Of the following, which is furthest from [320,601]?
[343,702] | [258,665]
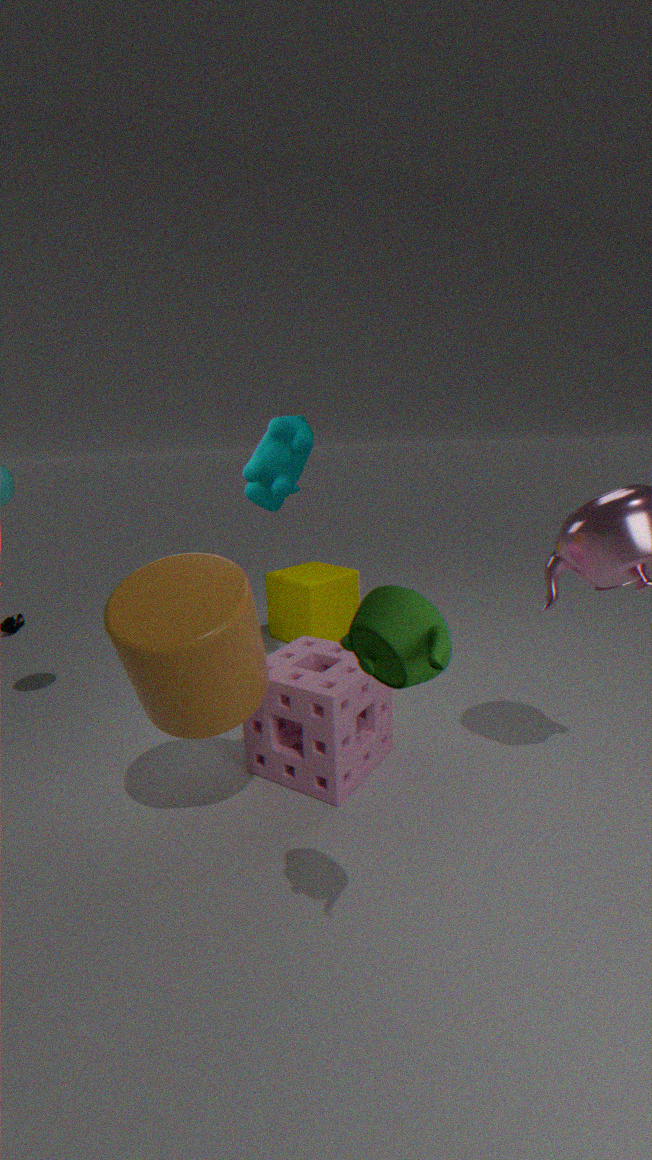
[258,665]
